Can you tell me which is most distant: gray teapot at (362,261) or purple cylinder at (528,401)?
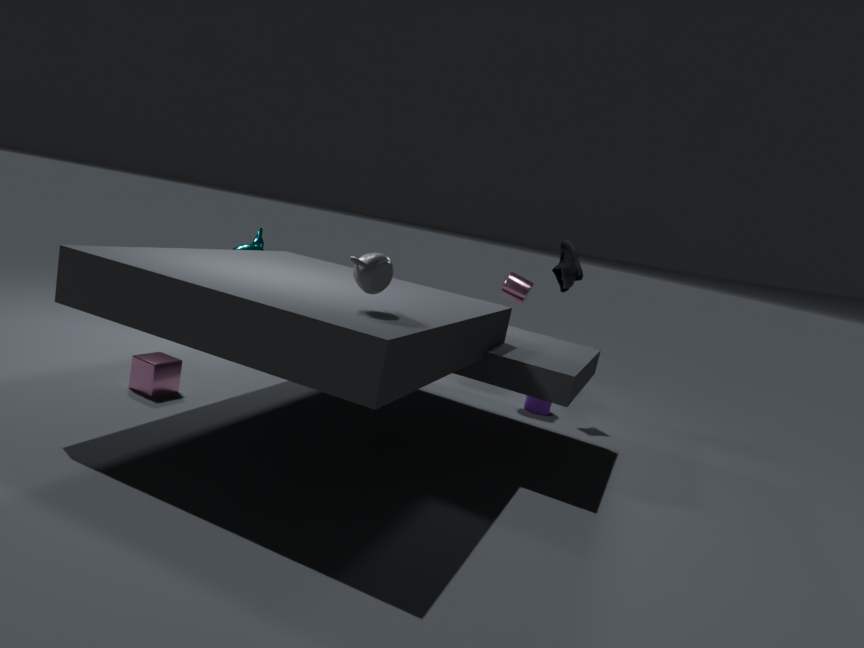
purple cylinder at (528,401)
